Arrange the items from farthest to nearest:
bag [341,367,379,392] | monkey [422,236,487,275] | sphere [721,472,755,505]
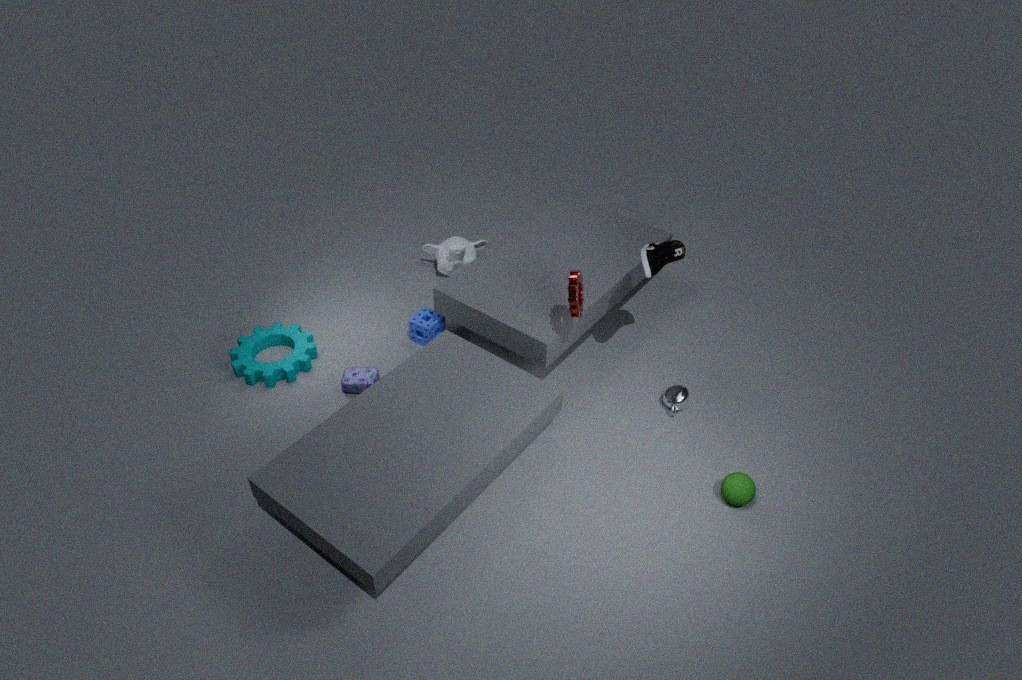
1. monkey [422,236,487,275]
2. bag [341,367,379,392]
3. sphere [721,472,755,505]
